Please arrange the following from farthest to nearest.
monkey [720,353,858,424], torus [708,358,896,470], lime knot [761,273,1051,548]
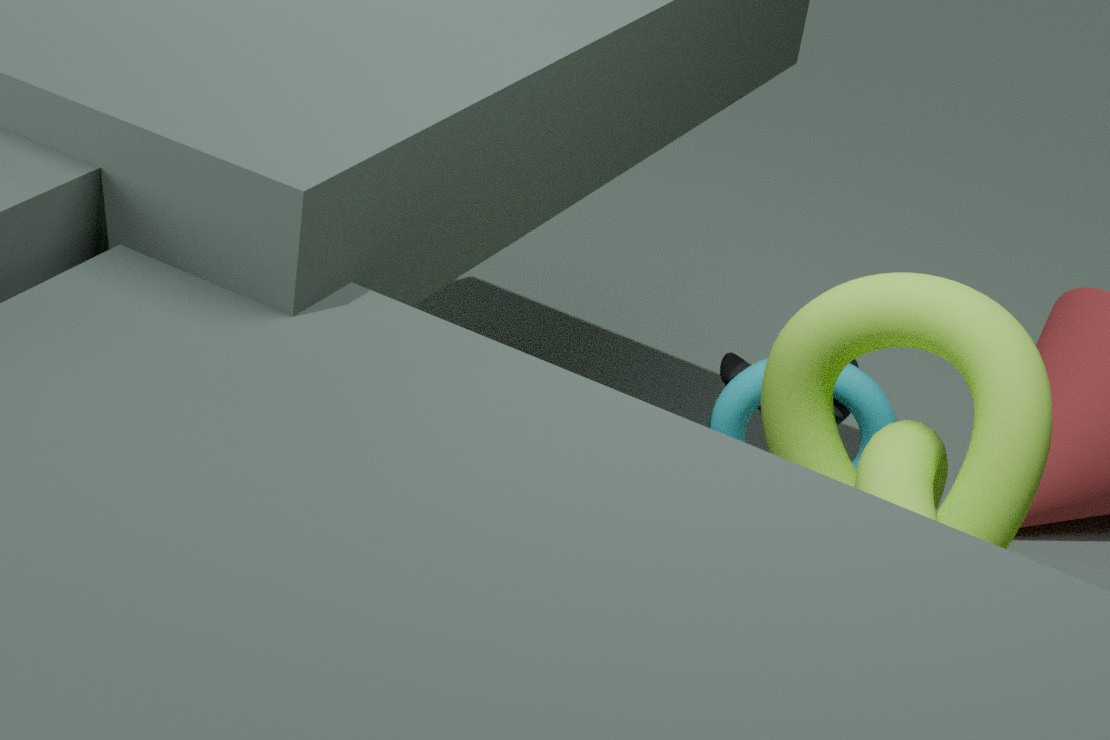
monkey [720,353,858,424] < torus [708,358,896,470] < lime knot [761,273,1051,548]
